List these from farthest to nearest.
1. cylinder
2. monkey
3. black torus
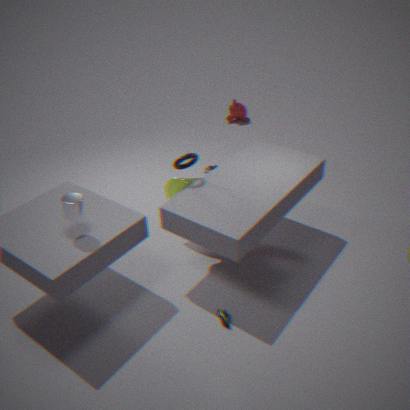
monkey < black torus < cylinder
